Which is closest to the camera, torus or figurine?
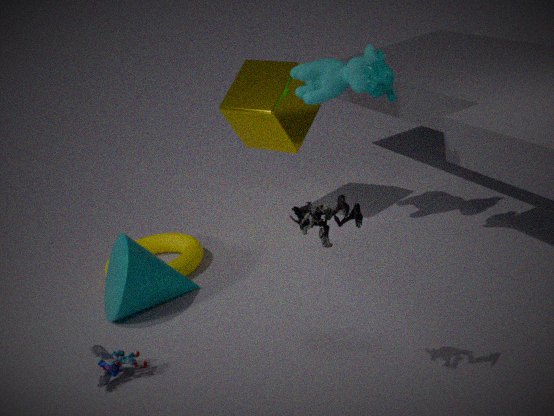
figurine
